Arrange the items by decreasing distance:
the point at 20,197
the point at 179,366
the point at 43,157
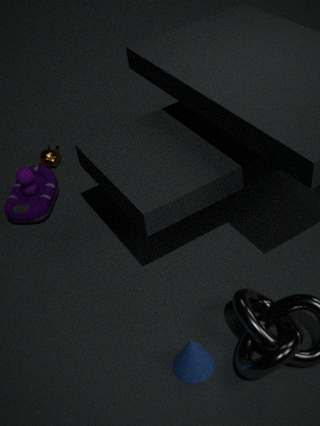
the point at 43,157 → the point at 20,197 → the point at 179,366
